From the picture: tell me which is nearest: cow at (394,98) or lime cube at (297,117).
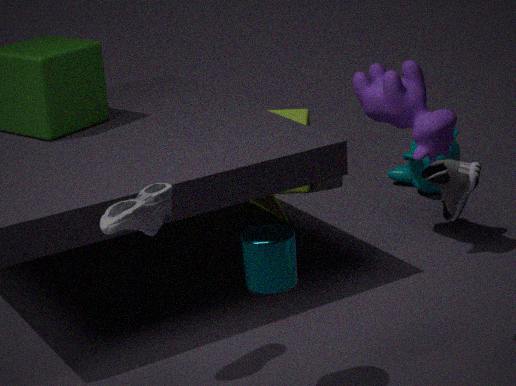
cow at (394,98)
